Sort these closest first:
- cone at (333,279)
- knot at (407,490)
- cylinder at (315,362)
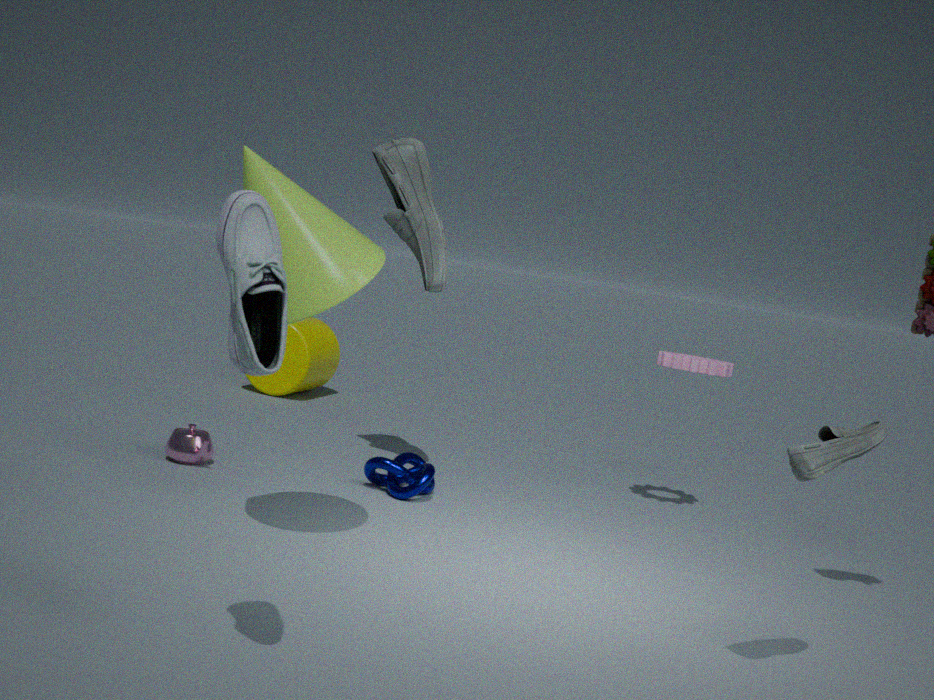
1. cone at (333,279)
2. knot at (407,490)
3. cylinder at (315,362)
